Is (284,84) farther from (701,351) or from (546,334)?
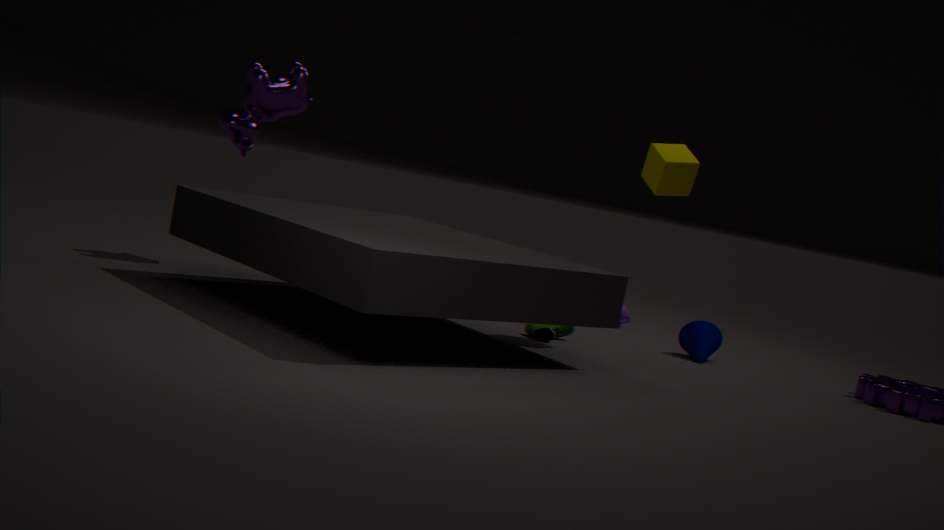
(701,351)
